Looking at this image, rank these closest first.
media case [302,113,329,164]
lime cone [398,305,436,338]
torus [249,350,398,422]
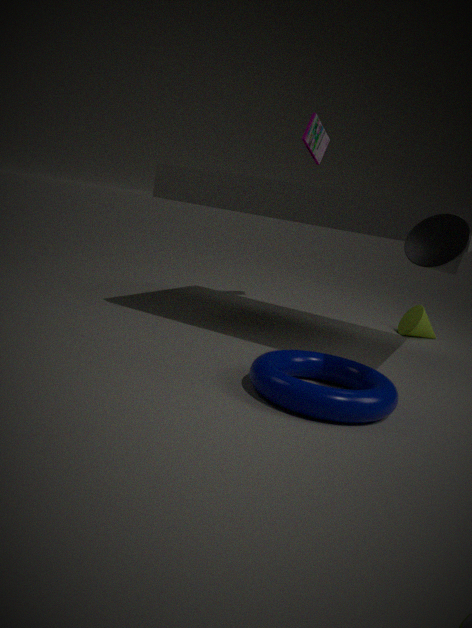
torus [249,350,398,422] → media case [302,113,329,164] → lime cone [398,305,436,338]
